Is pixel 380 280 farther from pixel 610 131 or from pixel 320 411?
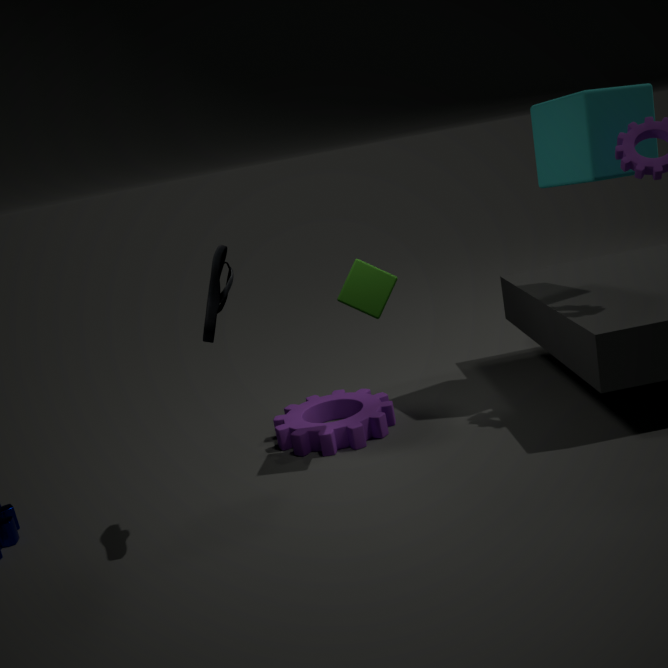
pixel 610 131
